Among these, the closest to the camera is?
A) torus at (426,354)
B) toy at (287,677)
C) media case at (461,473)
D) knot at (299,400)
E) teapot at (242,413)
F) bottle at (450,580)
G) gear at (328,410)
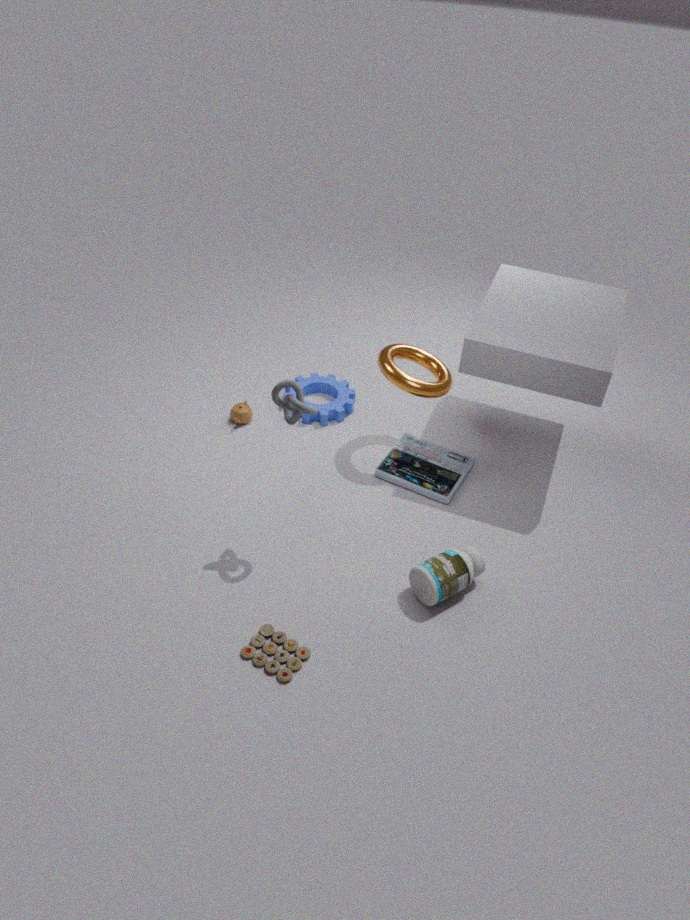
toy at (287,677)
